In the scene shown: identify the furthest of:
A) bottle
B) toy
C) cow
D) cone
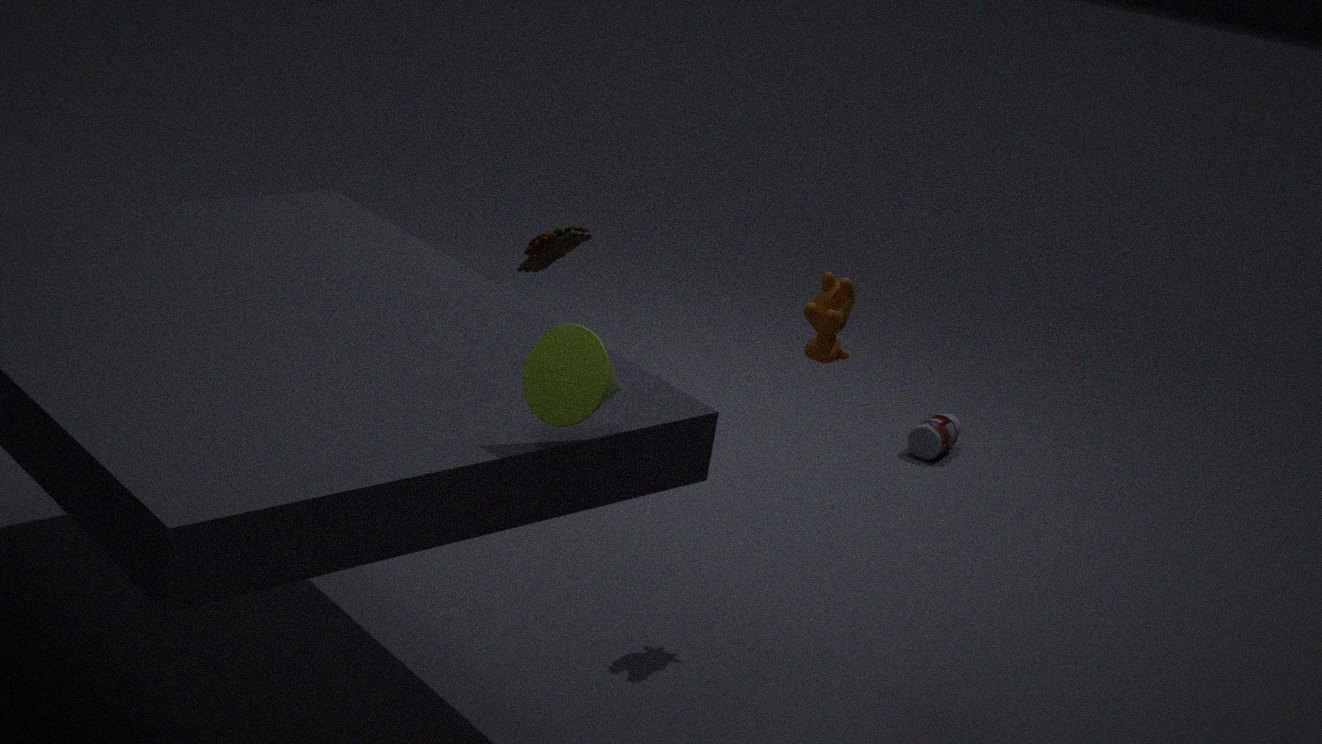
bottle
